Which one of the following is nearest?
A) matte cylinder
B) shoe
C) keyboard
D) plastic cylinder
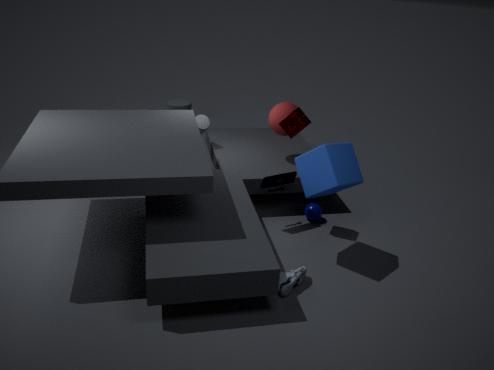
shoe
